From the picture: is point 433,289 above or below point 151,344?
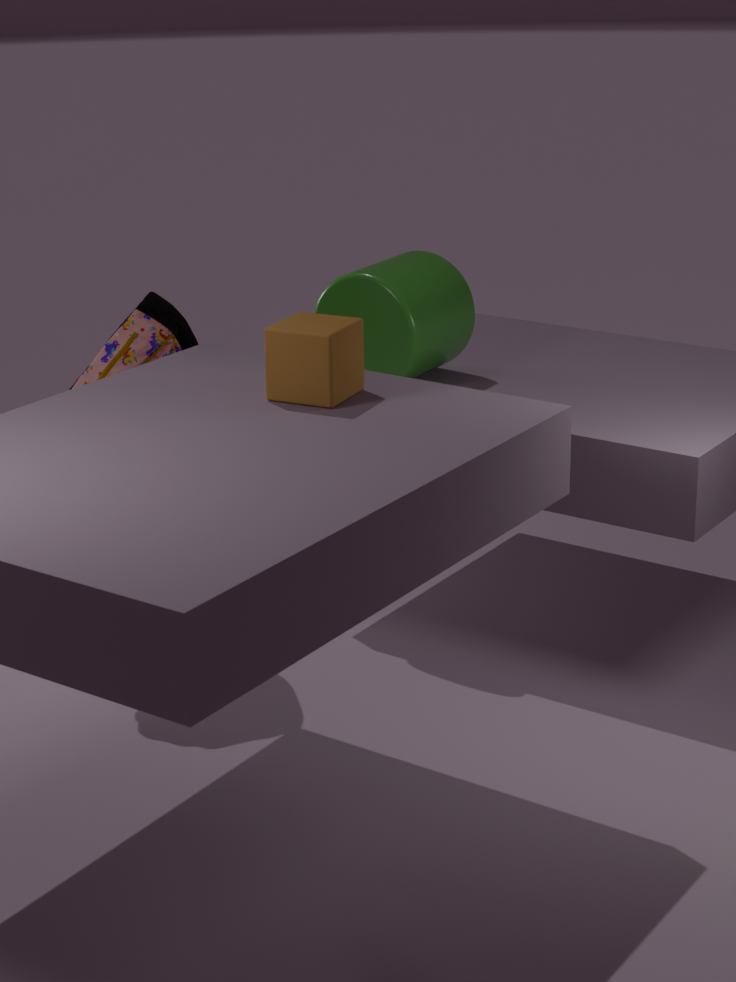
above
